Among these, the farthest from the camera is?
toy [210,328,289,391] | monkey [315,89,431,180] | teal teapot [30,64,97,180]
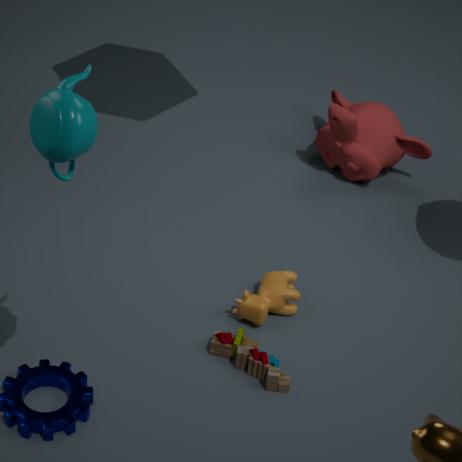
monkey [315,89,431,180]
